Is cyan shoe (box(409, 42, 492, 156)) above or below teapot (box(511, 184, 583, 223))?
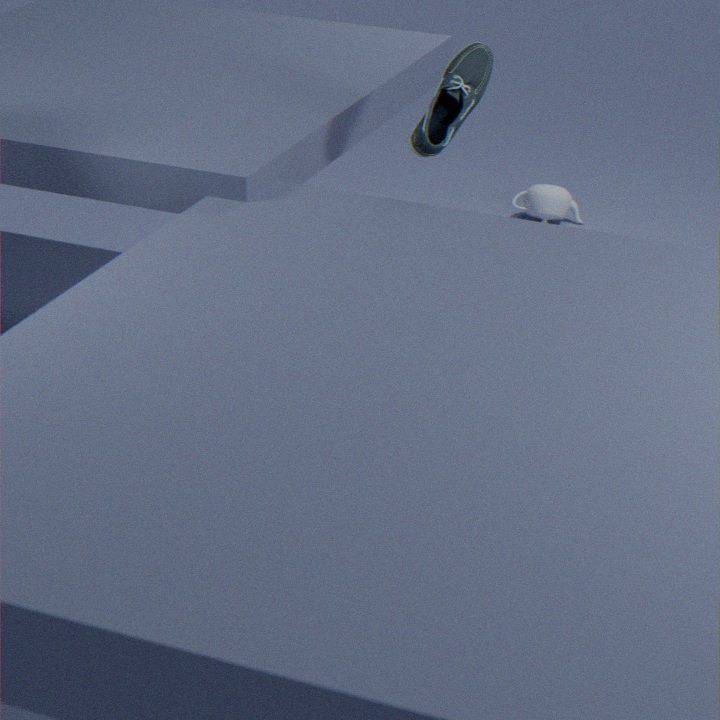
above
